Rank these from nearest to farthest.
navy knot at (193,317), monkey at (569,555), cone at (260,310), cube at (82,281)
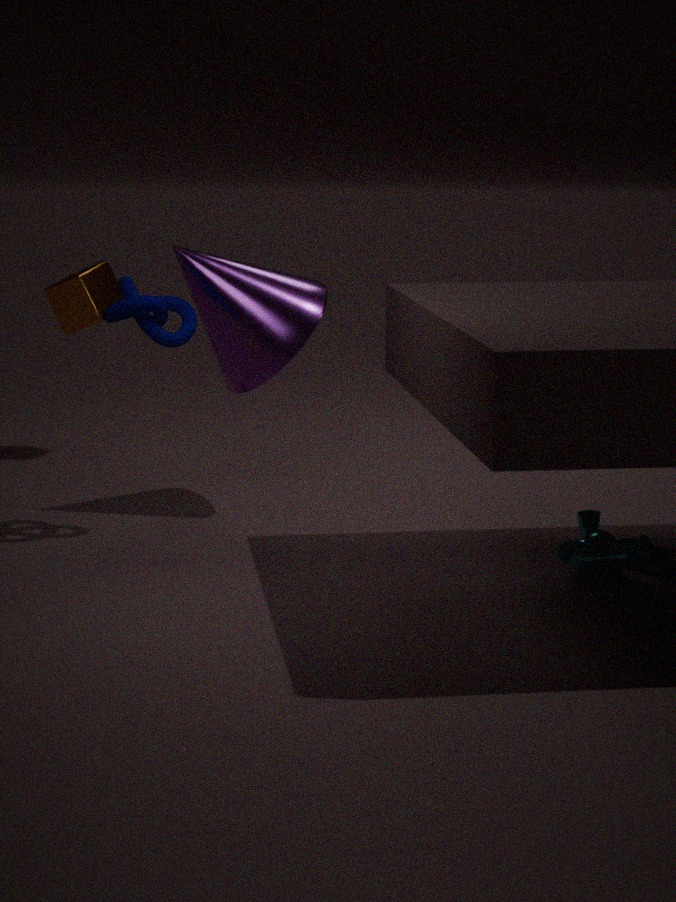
monkey at (569,555)
navy knot at (193,317)
cone at (260,310)
cube at (82,281)
